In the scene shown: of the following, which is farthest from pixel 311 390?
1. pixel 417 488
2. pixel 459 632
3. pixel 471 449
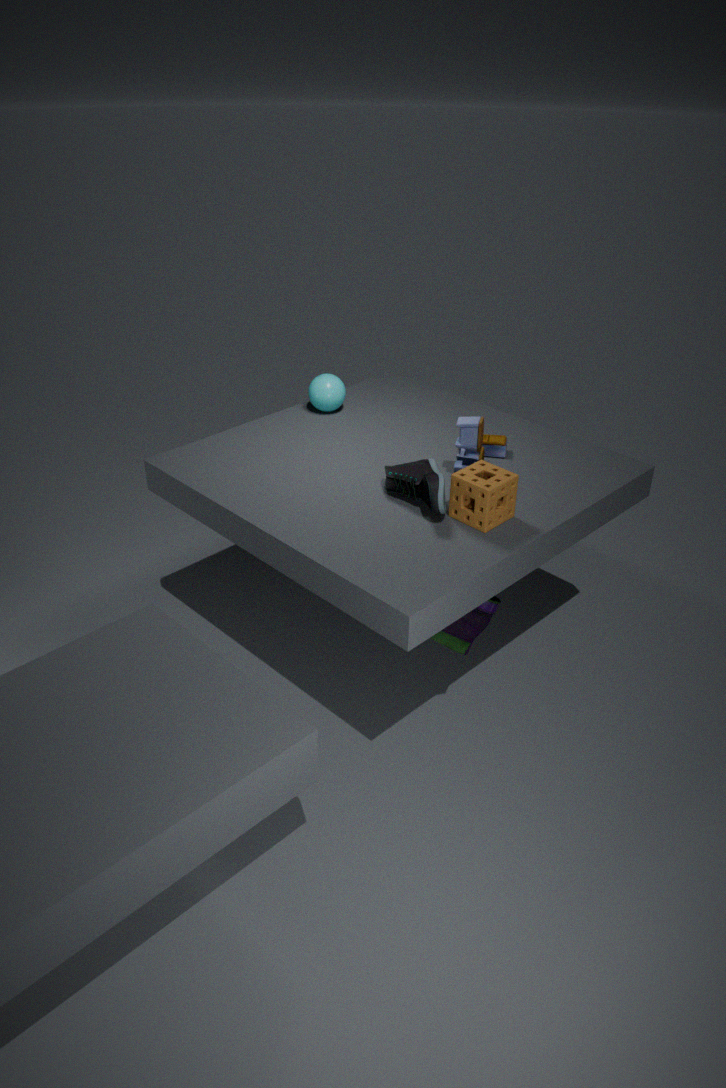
pixel 459 632
